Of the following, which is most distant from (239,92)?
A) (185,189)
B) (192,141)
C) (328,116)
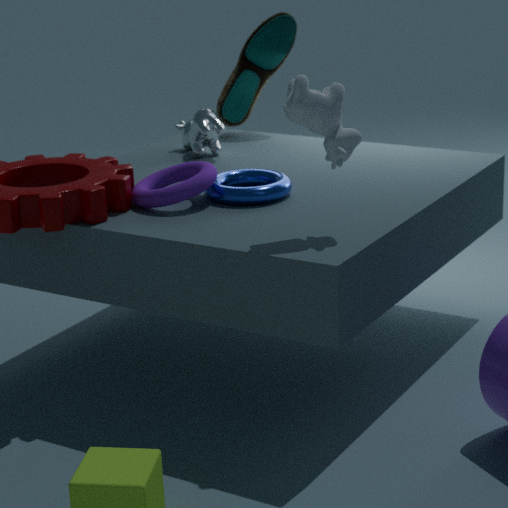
(328,116)
